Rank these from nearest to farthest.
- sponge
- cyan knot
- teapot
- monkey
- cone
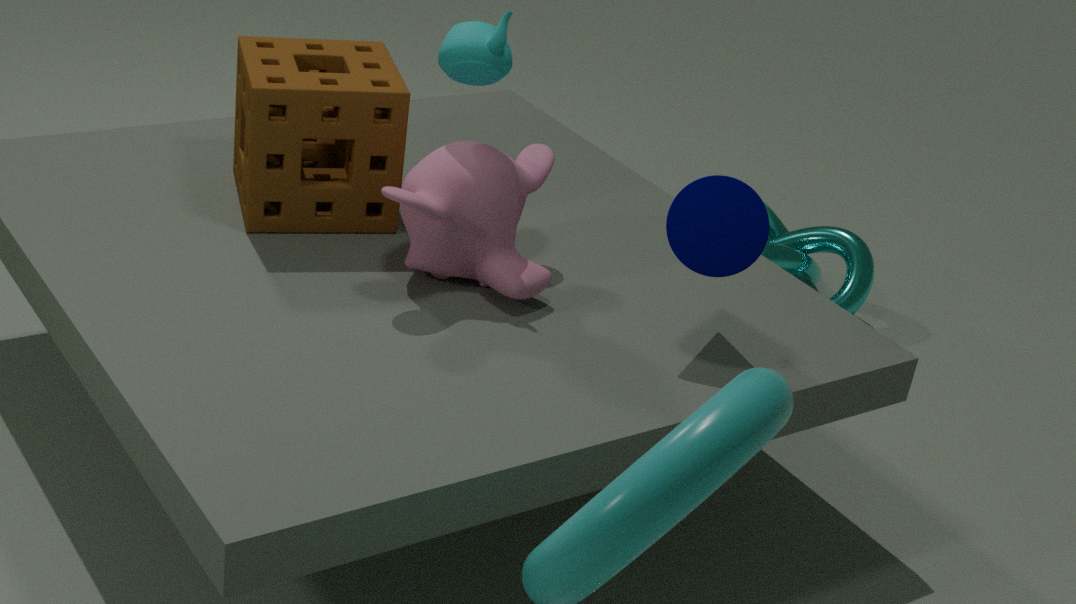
cone
teapot
monkey
sponge
cyan knot
